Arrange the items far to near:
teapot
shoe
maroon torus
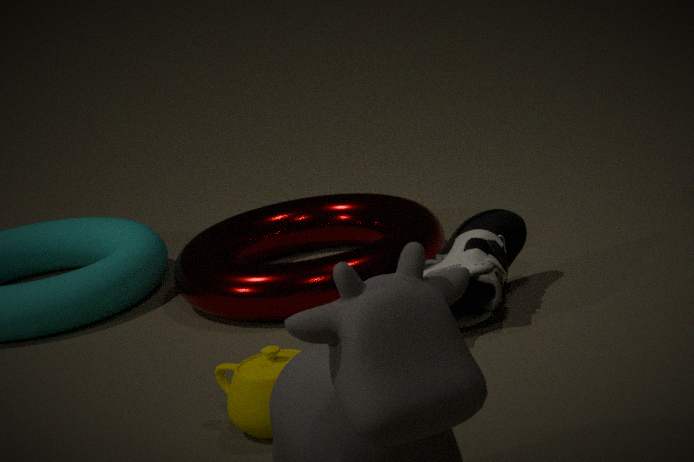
maroon torus → shoe → teapot
